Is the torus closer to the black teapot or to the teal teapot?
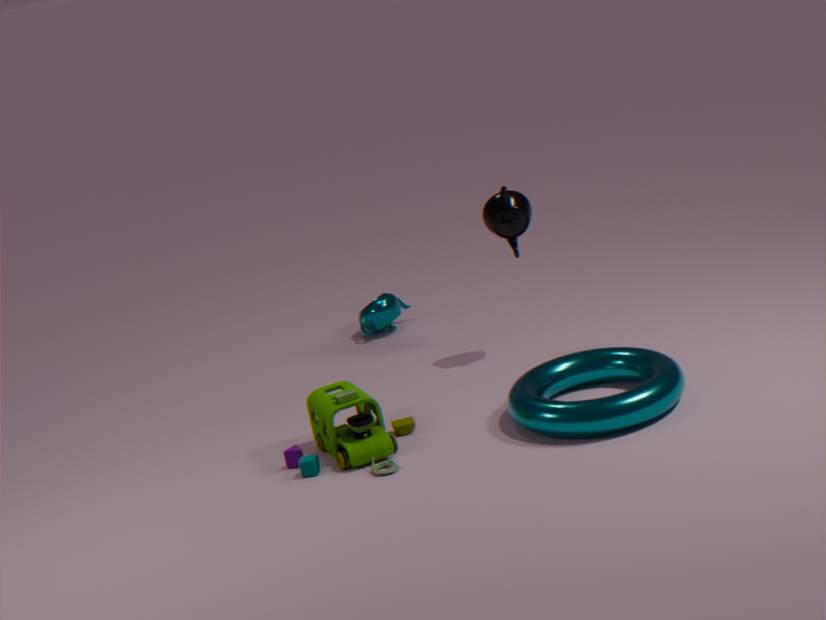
the black teapot
